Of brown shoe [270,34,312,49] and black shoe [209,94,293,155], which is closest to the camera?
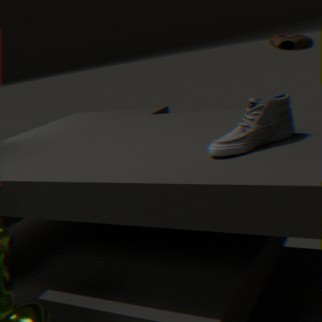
black shoe [209,94,293,155]
